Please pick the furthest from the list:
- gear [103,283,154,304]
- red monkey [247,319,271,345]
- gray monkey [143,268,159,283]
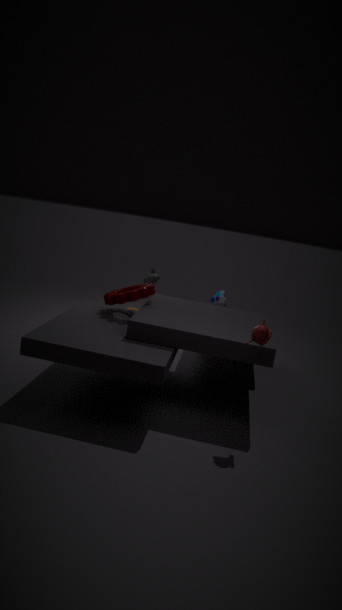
gray monkey [143,268,159,283]
